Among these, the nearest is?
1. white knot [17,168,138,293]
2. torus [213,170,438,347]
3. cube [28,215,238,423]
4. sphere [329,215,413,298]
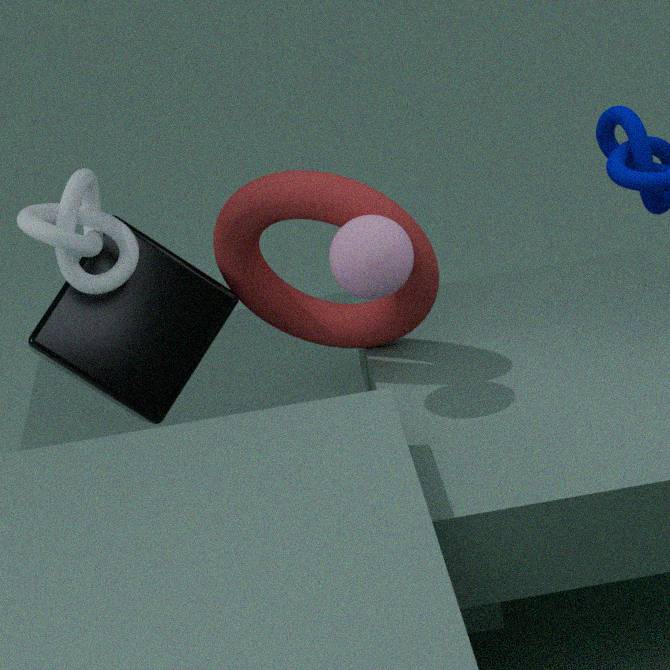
white knot [17,168,138,293]
